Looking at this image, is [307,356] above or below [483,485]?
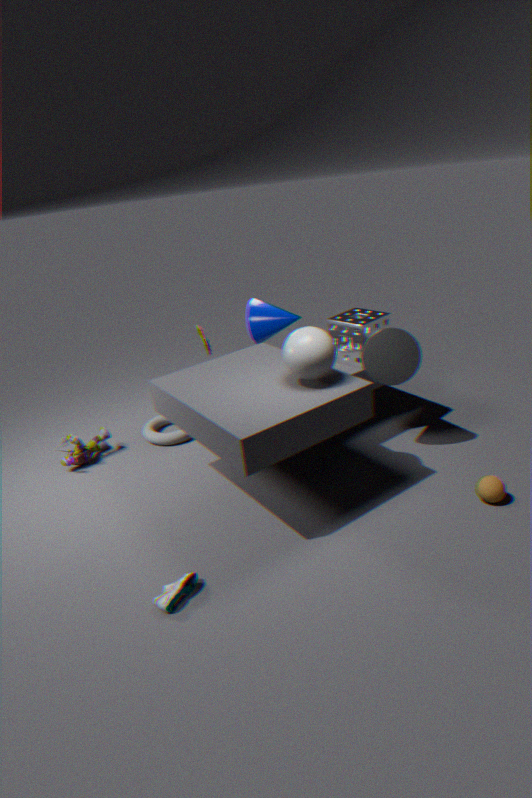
above
